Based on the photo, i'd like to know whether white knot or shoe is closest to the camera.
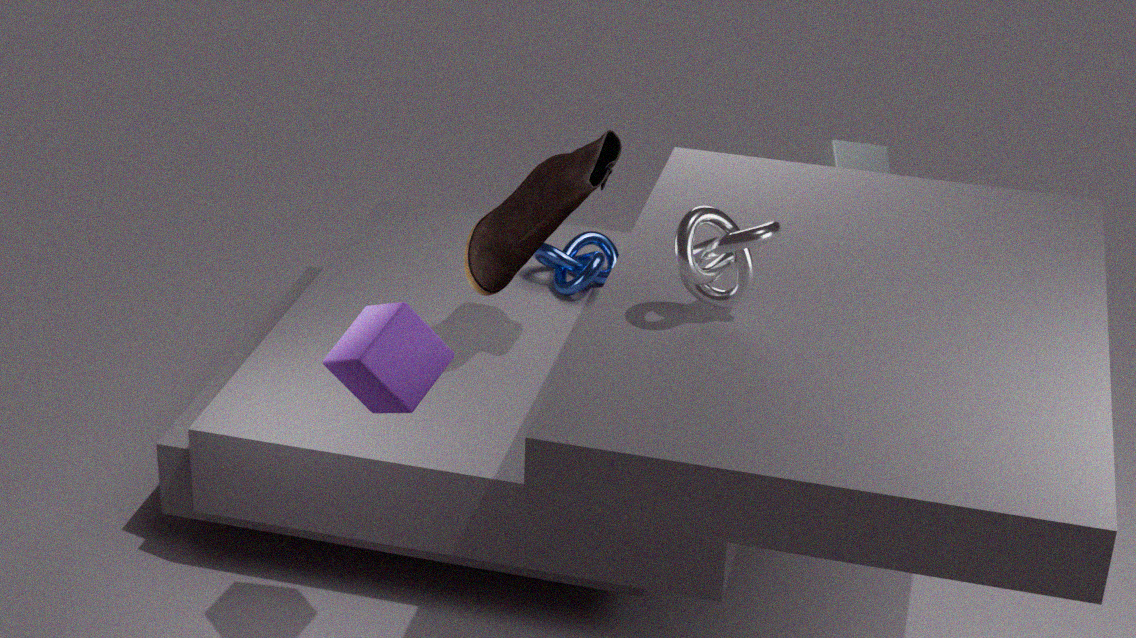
white knot
